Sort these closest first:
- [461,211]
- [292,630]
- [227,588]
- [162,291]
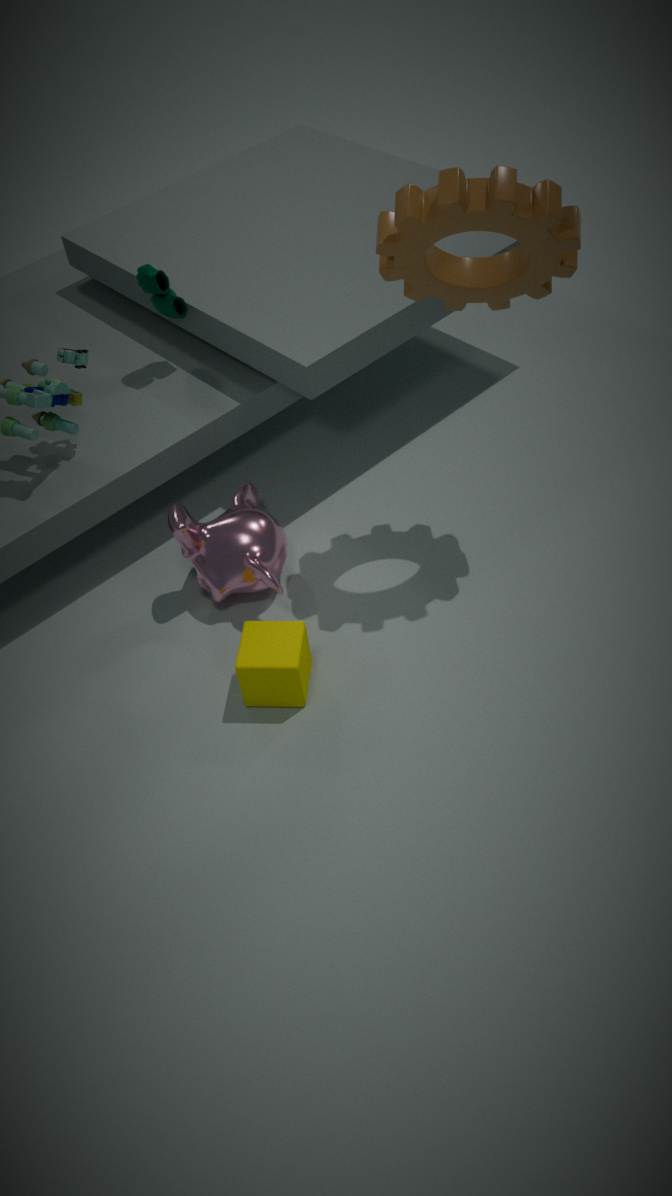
Result: [461,211] → [292,630] → [227,588] → [162,291]
